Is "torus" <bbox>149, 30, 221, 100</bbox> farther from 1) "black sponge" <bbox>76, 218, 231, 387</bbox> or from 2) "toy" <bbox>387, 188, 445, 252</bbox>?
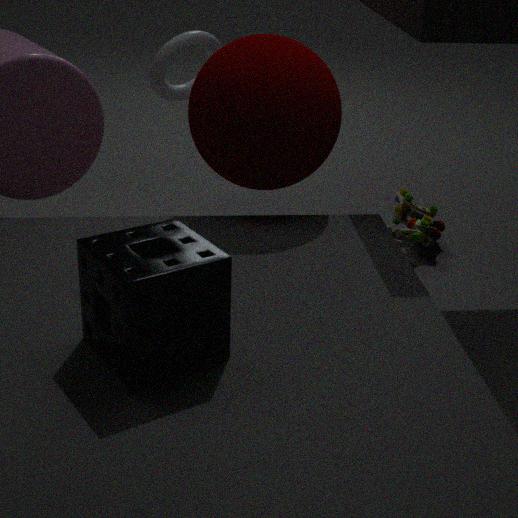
1) "black sponge" <bbox>76, 218, 231, 387</bbox>
